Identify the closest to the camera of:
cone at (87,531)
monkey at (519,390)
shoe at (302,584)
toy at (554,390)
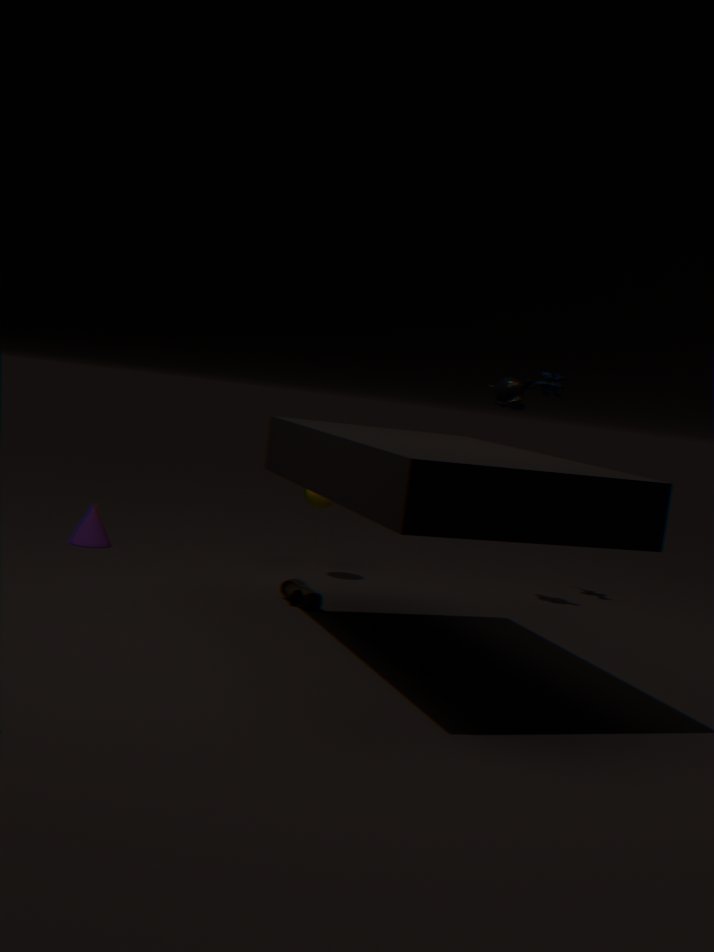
shoe at (302,584)
